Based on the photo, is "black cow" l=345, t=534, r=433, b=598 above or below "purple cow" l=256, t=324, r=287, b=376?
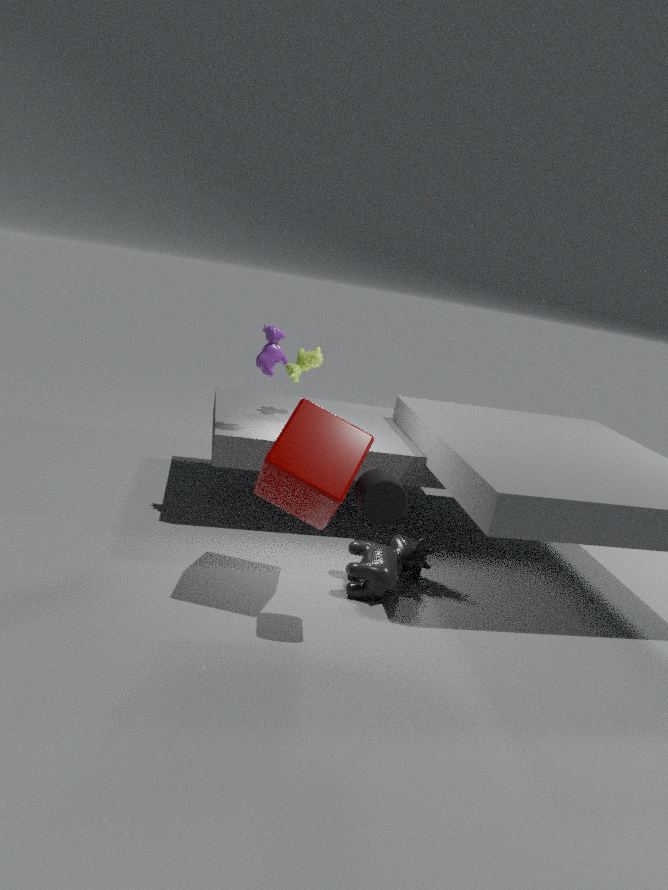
below
